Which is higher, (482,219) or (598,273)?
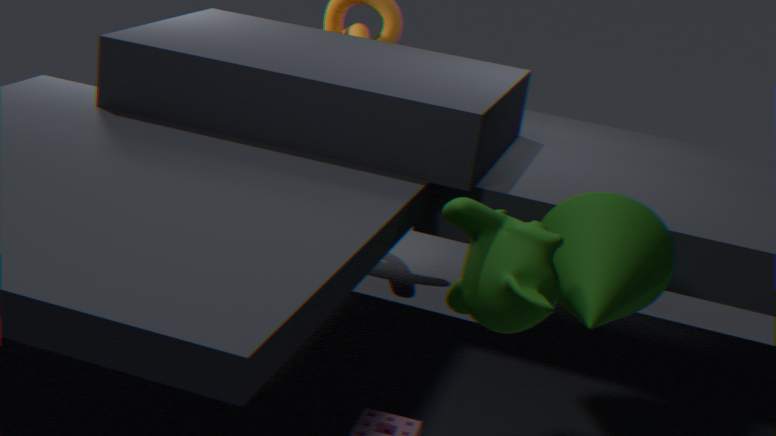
(482,219)
